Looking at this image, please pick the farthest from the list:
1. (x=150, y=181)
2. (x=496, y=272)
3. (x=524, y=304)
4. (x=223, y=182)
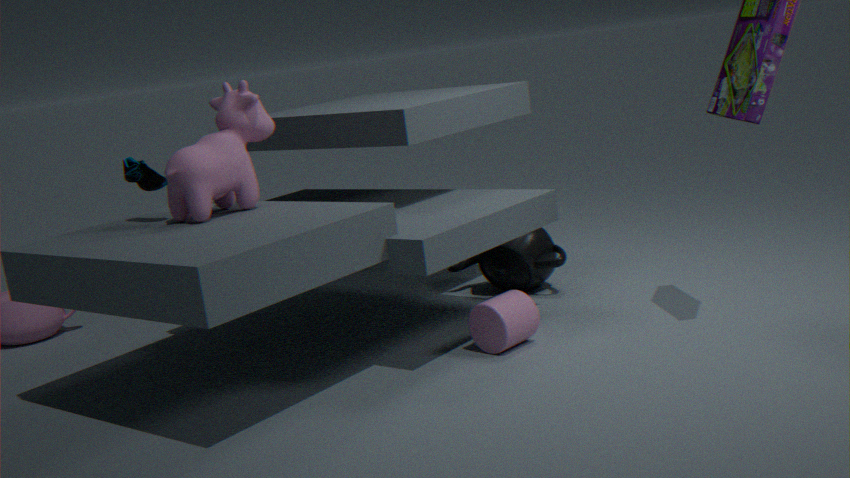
(x=496, y=272)
